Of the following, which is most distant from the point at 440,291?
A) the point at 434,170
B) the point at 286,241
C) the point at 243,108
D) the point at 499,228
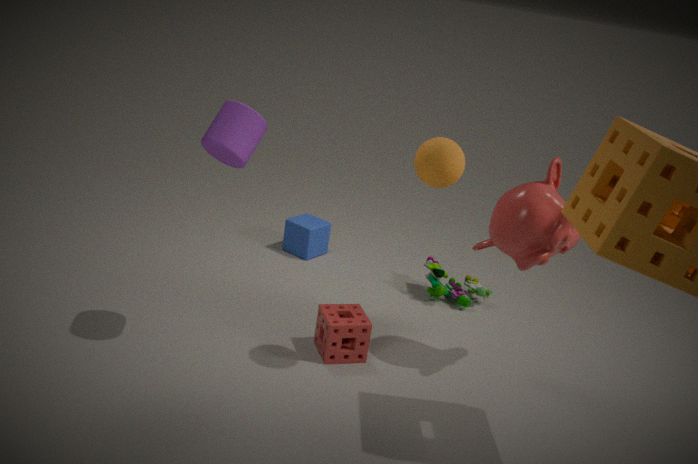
the point at 243,108
